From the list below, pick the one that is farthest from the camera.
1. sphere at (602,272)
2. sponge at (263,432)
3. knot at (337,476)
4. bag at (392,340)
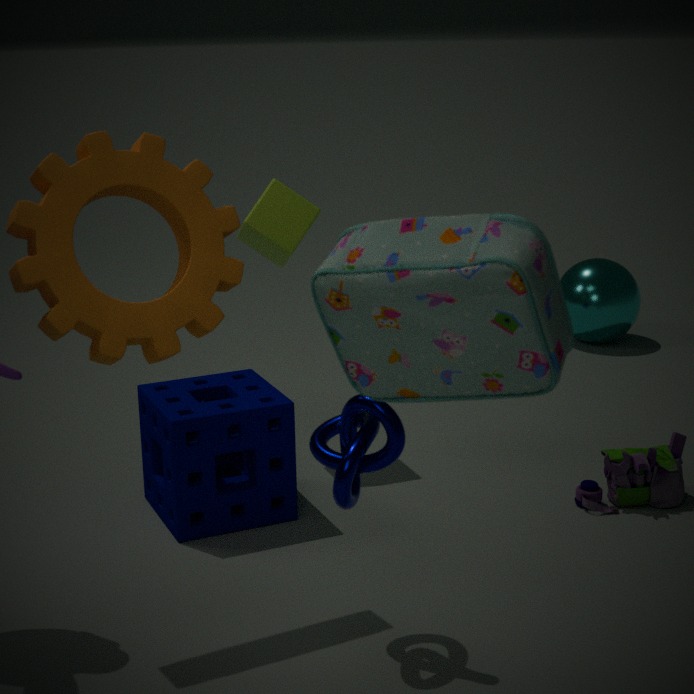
sphere at (602,272)
